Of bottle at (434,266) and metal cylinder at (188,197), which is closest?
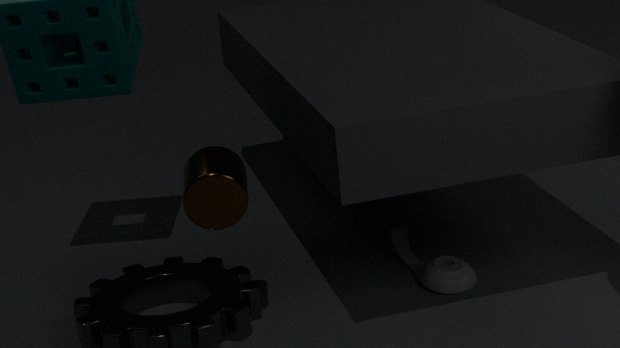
metal cylinder at (188,197)
